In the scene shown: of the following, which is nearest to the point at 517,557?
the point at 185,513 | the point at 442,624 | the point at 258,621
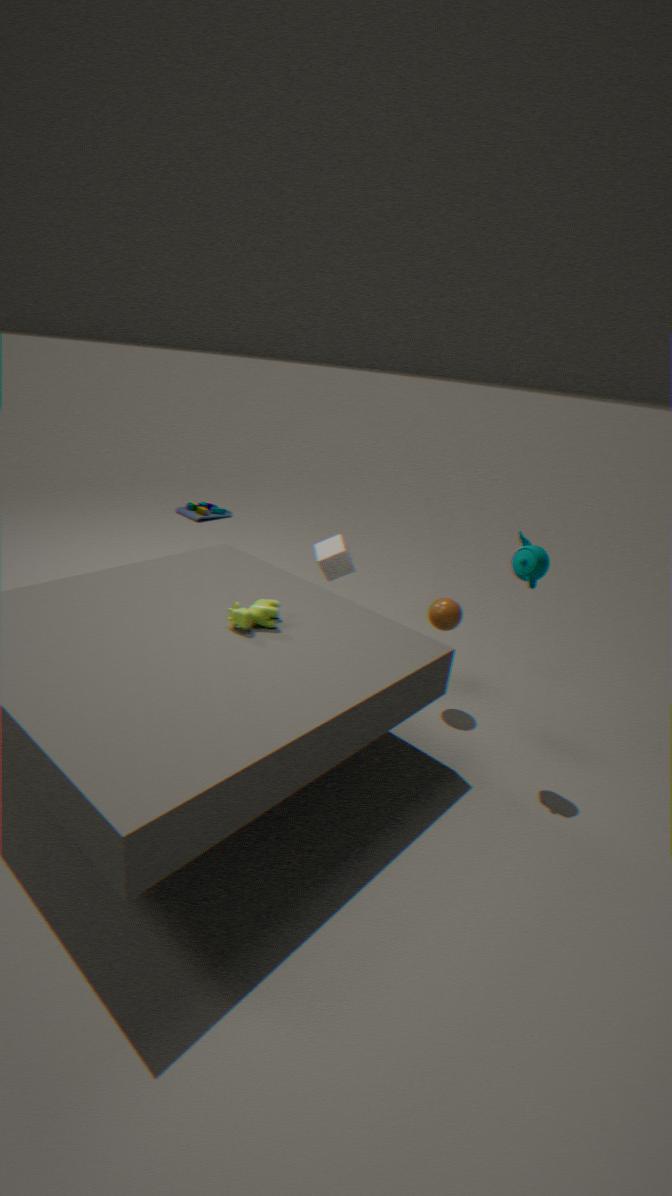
the point at 442,624
